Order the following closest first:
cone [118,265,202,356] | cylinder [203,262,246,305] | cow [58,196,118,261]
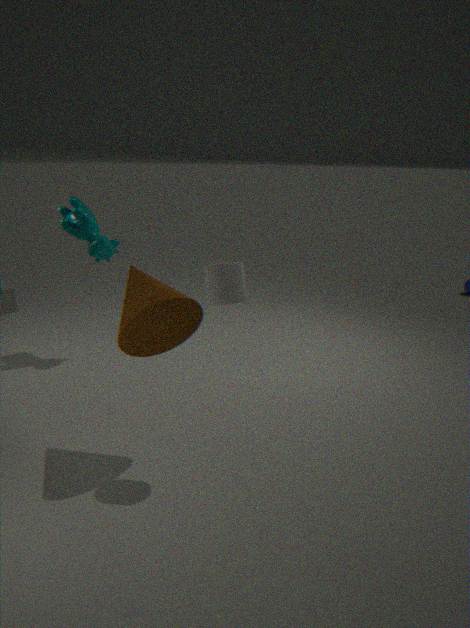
cylinder [203,262,246,305] < cone [118,265,202,356] < cow [58,196,118,261]
